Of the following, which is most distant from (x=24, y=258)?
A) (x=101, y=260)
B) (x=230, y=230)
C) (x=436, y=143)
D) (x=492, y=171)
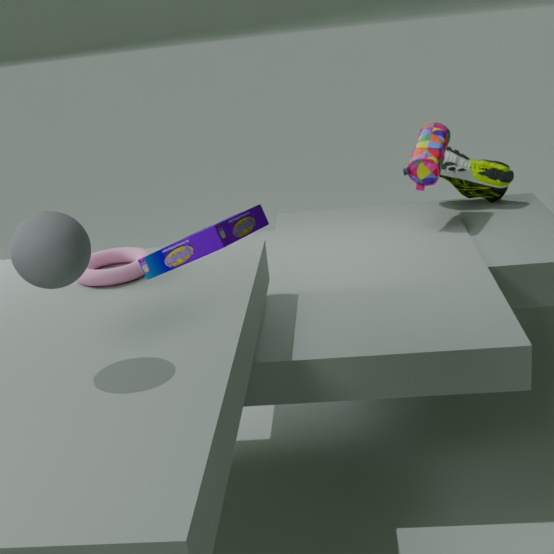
(x=492, y=171)
